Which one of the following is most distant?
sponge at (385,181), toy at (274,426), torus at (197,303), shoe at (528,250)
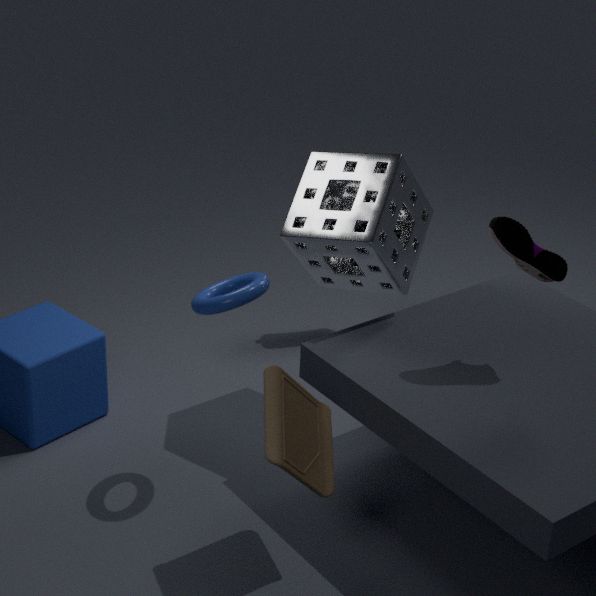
sponge at (385,181)
